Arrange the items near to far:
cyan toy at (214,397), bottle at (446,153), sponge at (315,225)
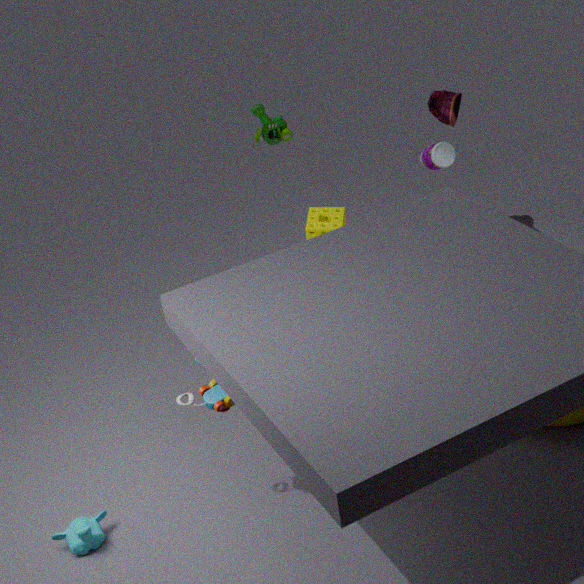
cyan toy at (214,397), sponge at (315,225), bottle at (446,153)
